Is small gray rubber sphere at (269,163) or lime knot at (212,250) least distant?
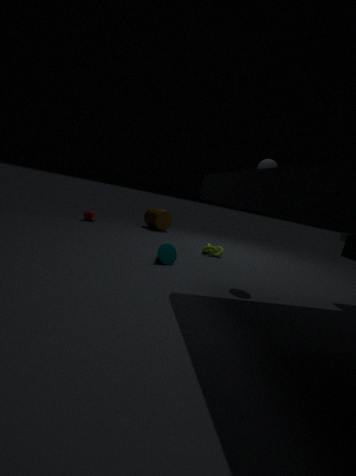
small gray rubber sphere at (269,163)
